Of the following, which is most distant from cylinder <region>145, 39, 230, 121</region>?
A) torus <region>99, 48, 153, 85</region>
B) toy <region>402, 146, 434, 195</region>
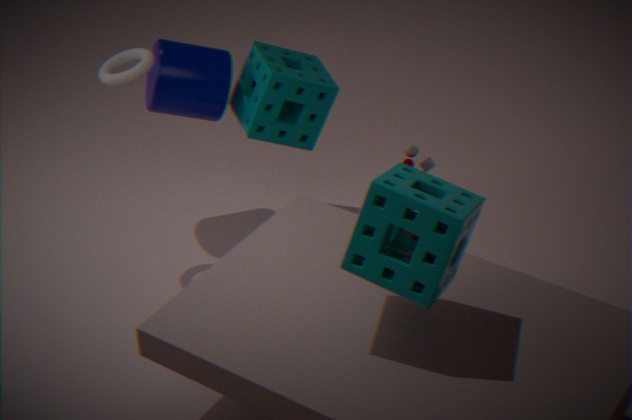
toy <region>402, 146, 434, 195</region>
